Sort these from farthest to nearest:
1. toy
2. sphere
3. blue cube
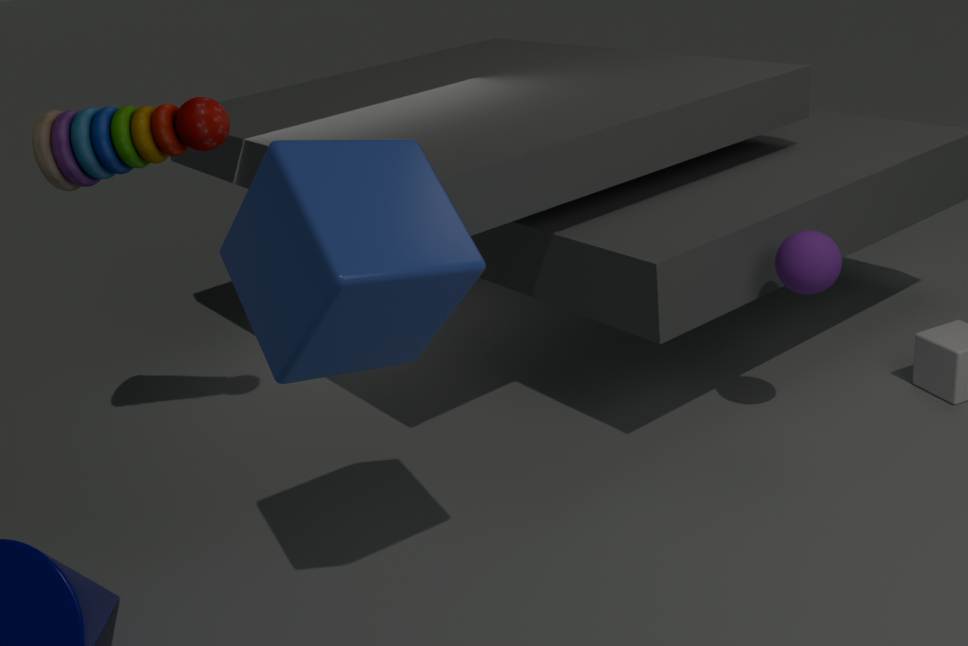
toy
sphere
blue cube
